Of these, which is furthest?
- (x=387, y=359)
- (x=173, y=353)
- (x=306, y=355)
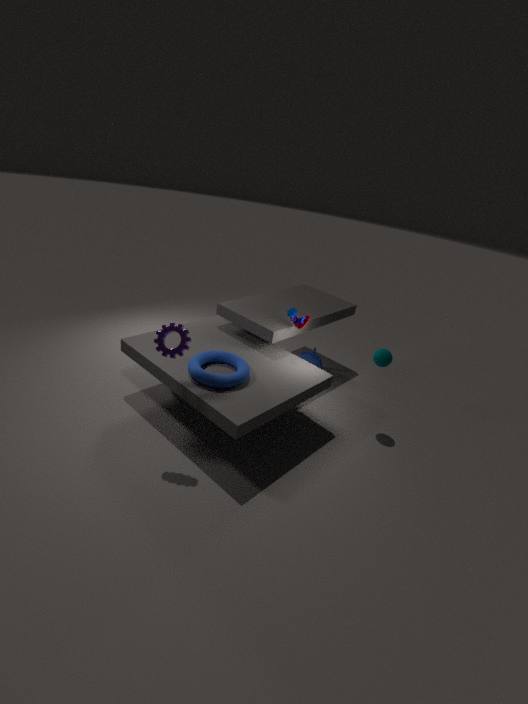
(x=306, y=355)
